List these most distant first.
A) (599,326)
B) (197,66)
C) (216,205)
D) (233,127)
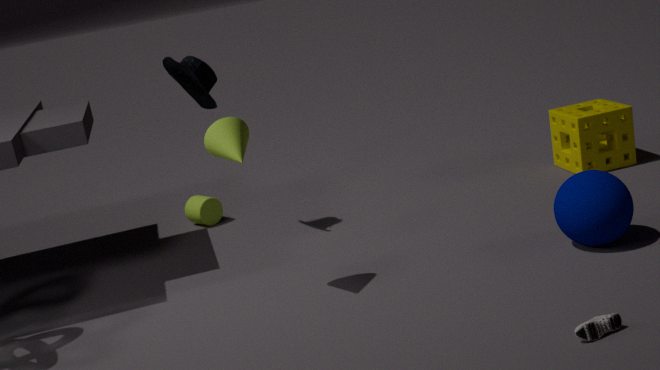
C. (216,205)
B. (197,66)
D. (233,127)
A. (599,326)
